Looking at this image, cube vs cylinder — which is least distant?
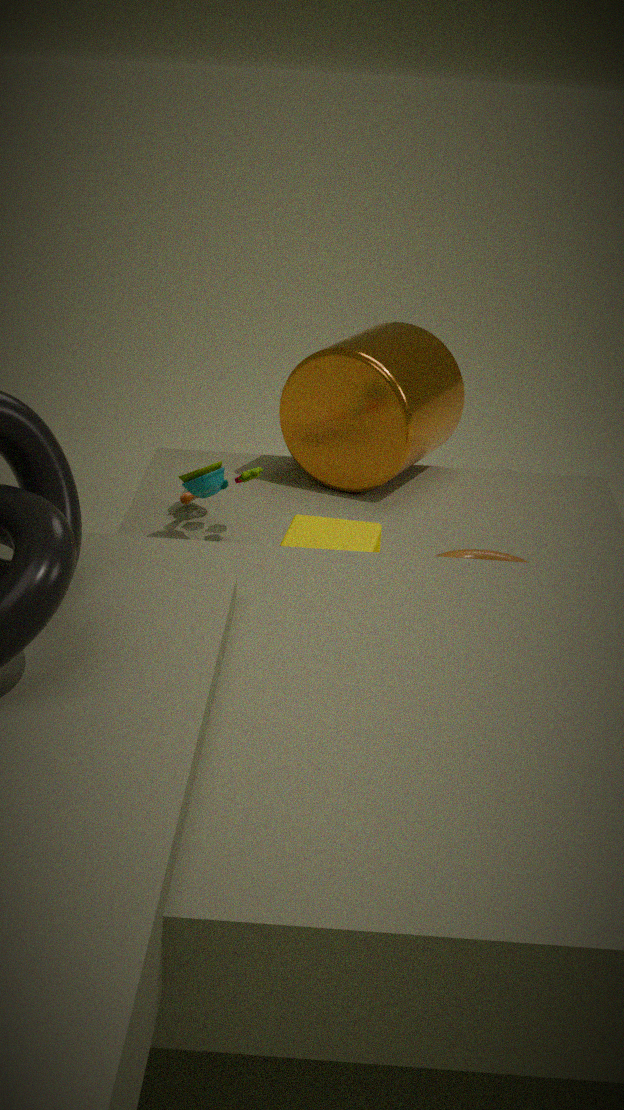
cube
